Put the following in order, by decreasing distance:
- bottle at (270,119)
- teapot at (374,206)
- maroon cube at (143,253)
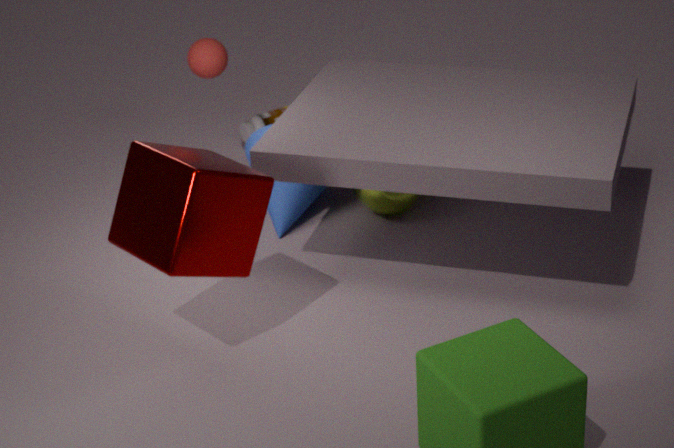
bottle at (270,119) < teapot at (374,206) < maroon cube at (143,253)
